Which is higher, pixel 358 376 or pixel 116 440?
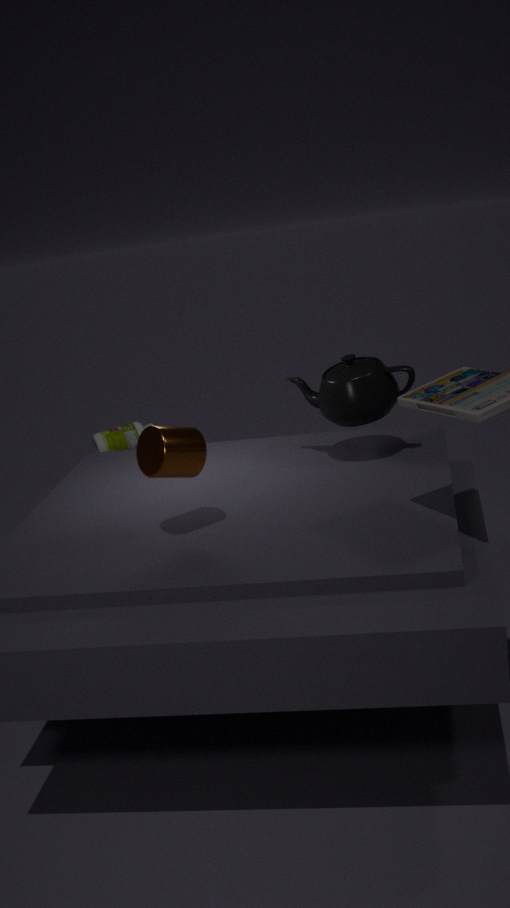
pixel 358 376
